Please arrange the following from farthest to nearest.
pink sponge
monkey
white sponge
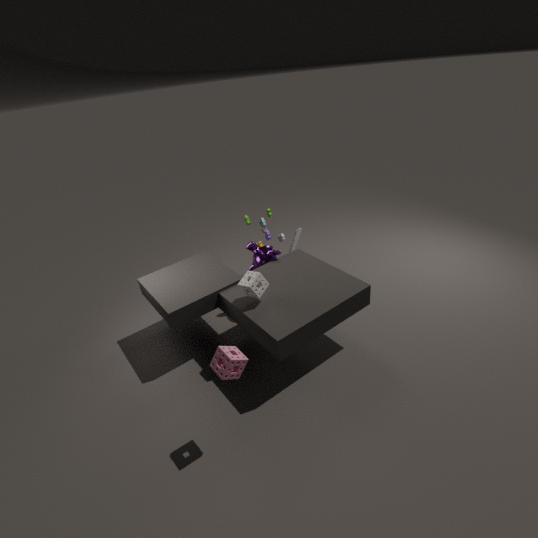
monkey → white sponge → pink sponge
